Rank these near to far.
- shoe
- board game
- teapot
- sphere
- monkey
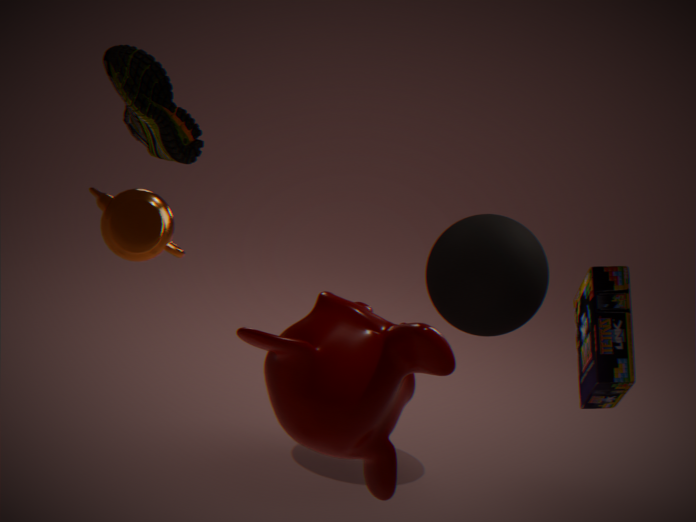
1. monkey
2. board game
3. teapot
4. shoe
5. sphere
